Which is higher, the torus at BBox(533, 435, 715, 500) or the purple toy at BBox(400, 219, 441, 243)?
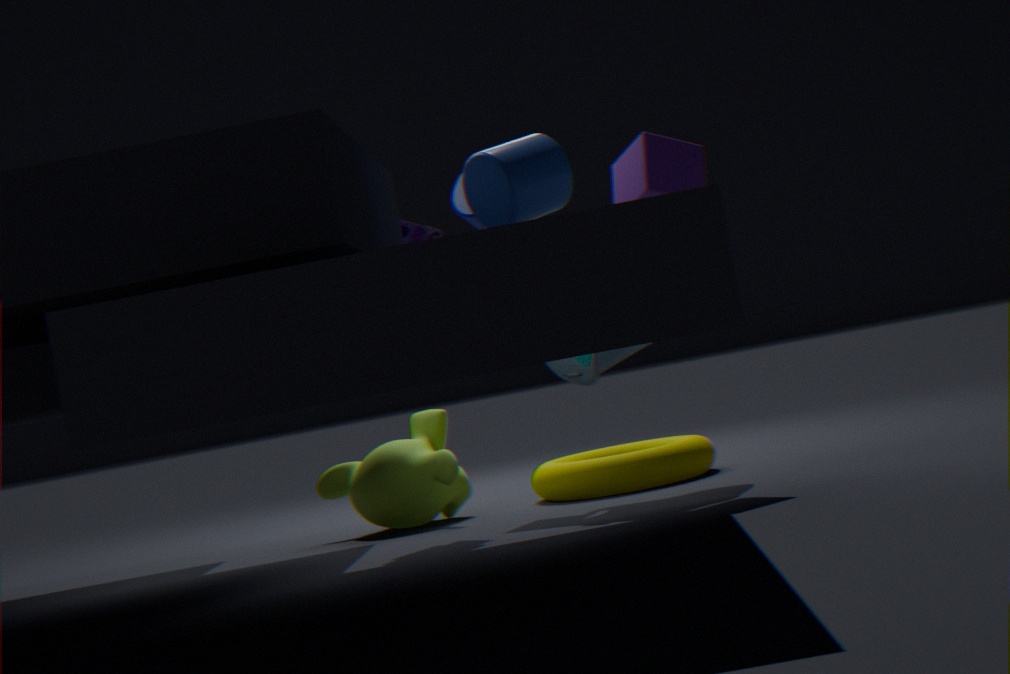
the purple toy at BBox(400, 219, 441, 243)
